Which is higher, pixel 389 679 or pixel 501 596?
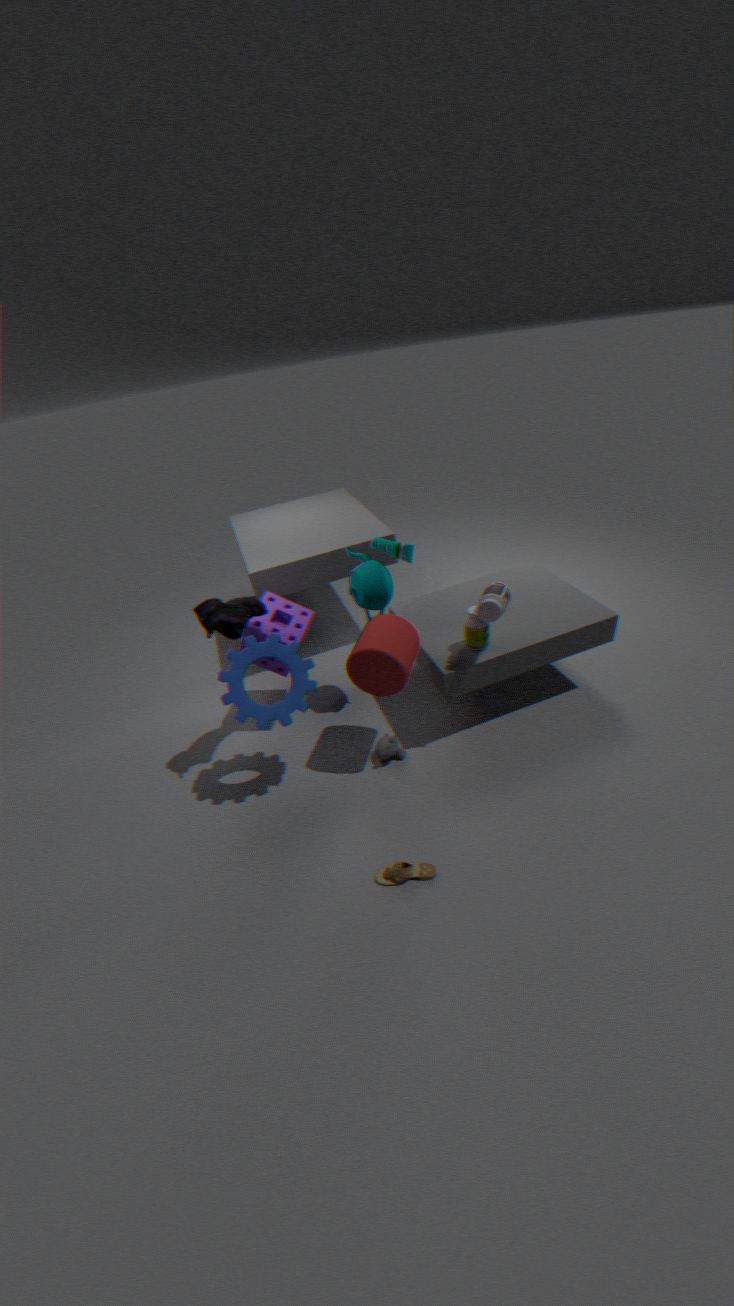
pixel 501 596
